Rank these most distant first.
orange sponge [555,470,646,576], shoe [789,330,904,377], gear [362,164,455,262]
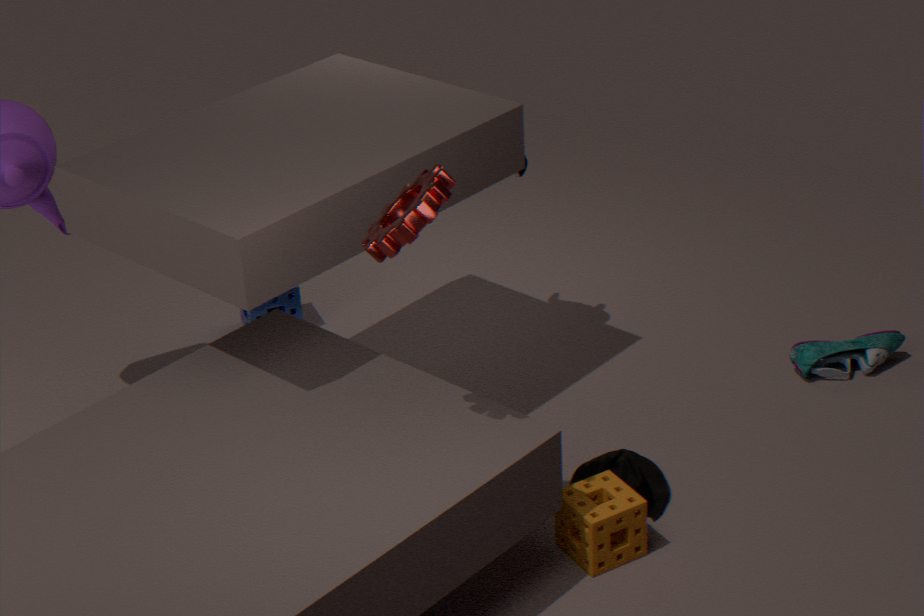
shoe [789,330,904,377]
orange sponge [555,470,646,576]
gear [362,164,455,262]
